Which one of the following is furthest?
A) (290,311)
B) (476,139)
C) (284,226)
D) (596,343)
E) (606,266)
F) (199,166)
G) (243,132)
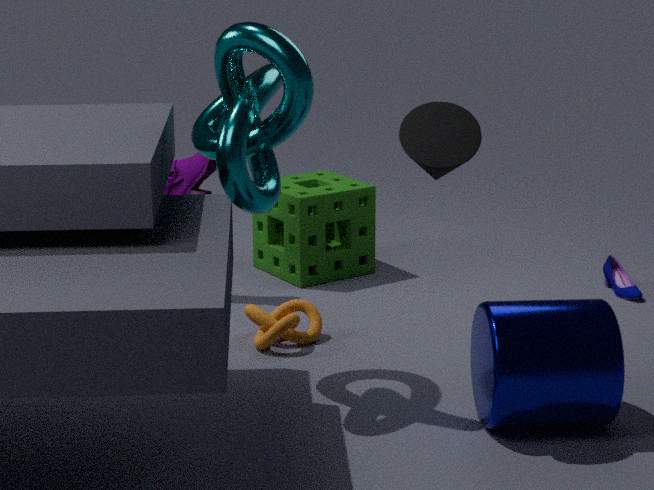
(284,226)
